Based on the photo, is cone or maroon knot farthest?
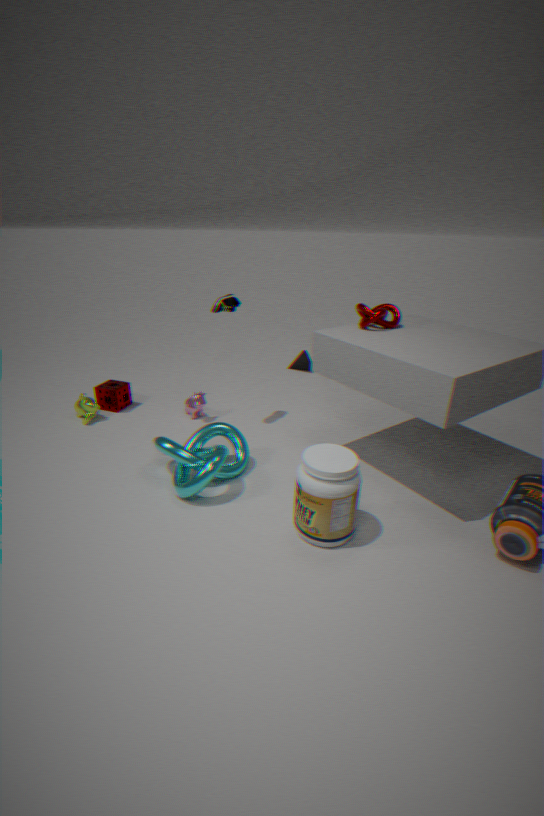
cone
